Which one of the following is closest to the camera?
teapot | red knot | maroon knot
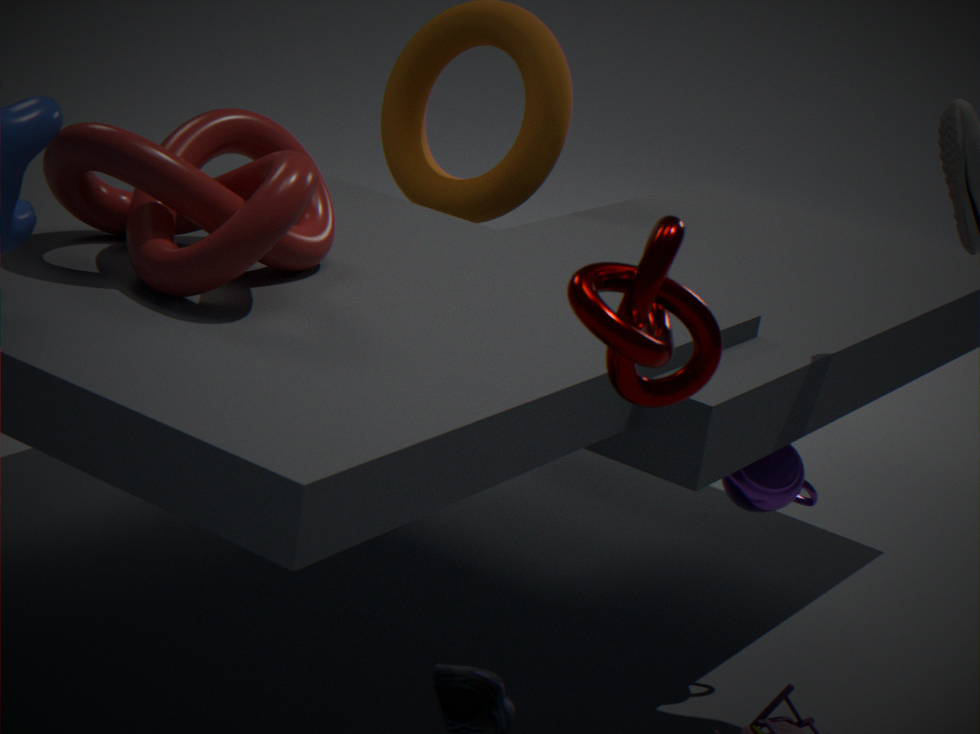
maroon knot
